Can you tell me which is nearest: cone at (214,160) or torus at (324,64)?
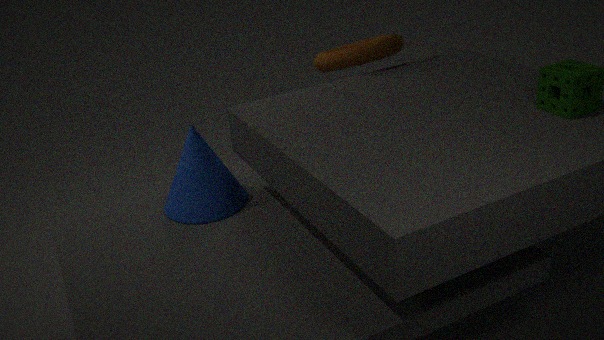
cone at (214,160)
